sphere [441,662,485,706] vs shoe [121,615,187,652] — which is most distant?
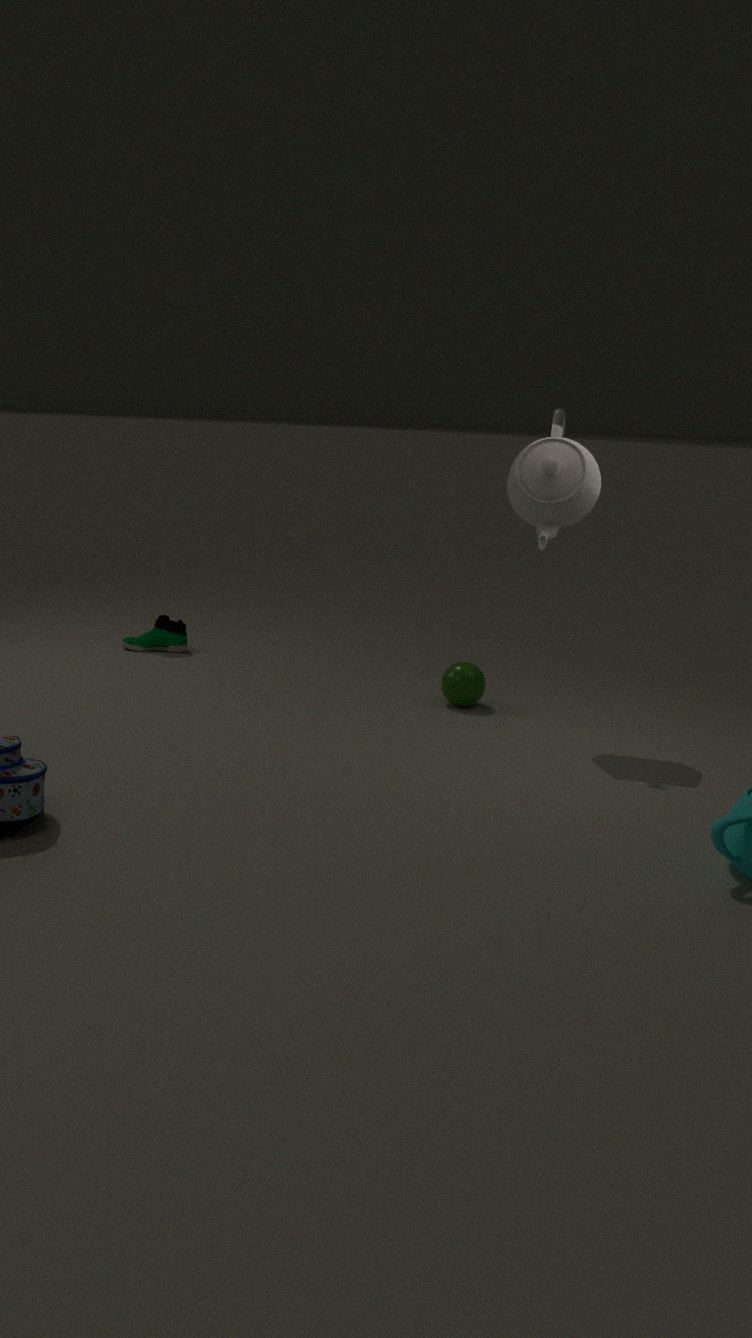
shoe [121,615,187,652]
